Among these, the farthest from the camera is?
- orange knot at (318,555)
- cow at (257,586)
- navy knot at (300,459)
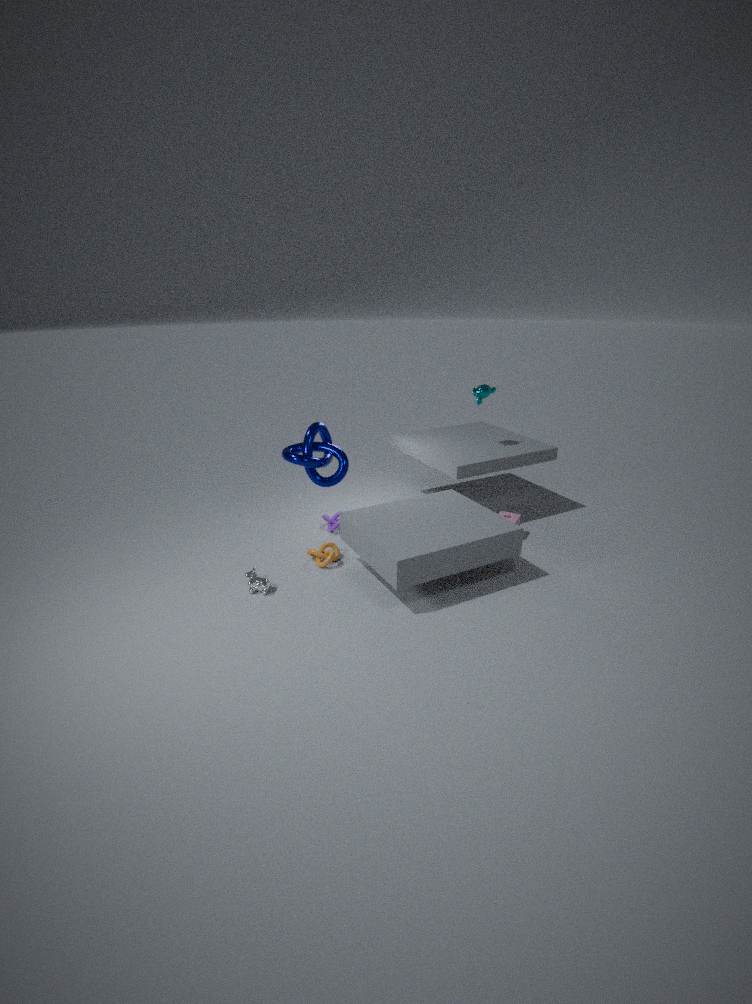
orange knot at (318,555)
